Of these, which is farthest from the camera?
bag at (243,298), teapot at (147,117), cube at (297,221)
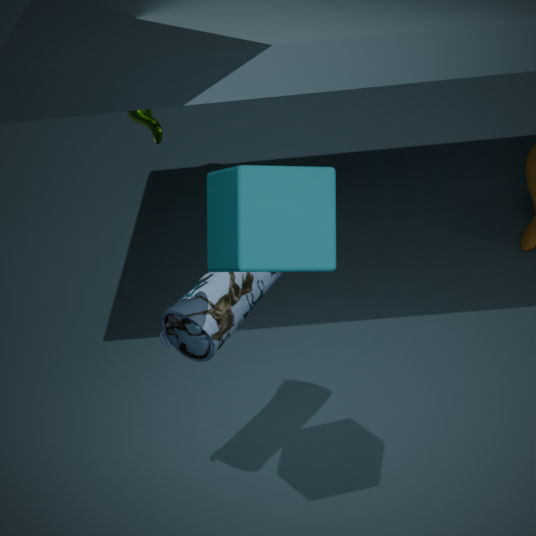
teapot at (147,117)
